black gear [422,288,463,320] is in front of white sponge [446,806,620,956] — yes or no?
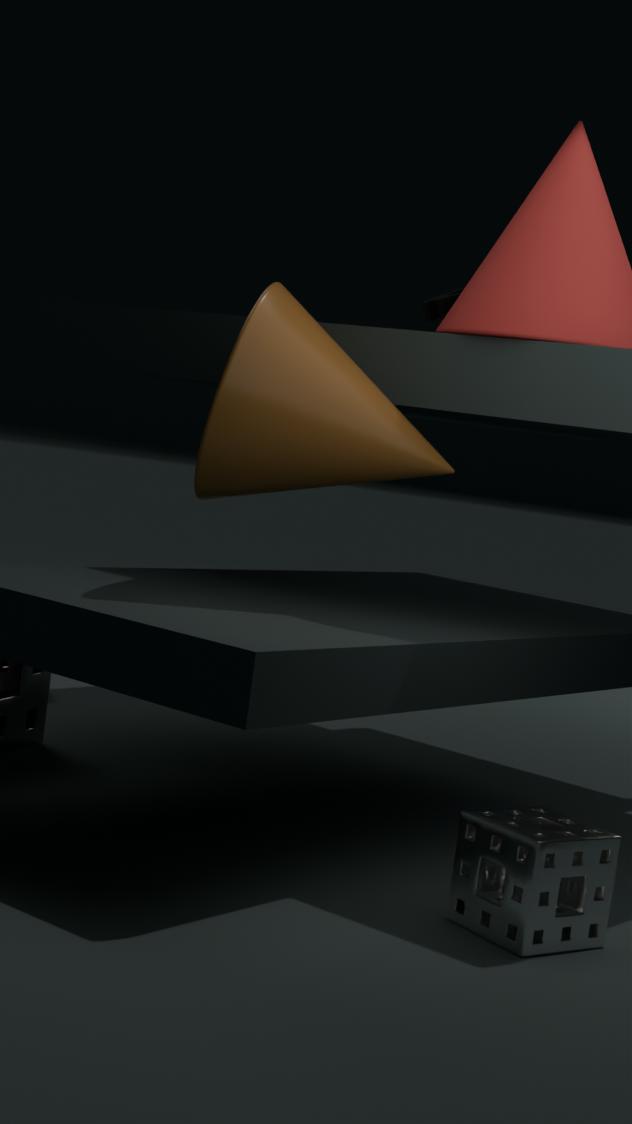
No
